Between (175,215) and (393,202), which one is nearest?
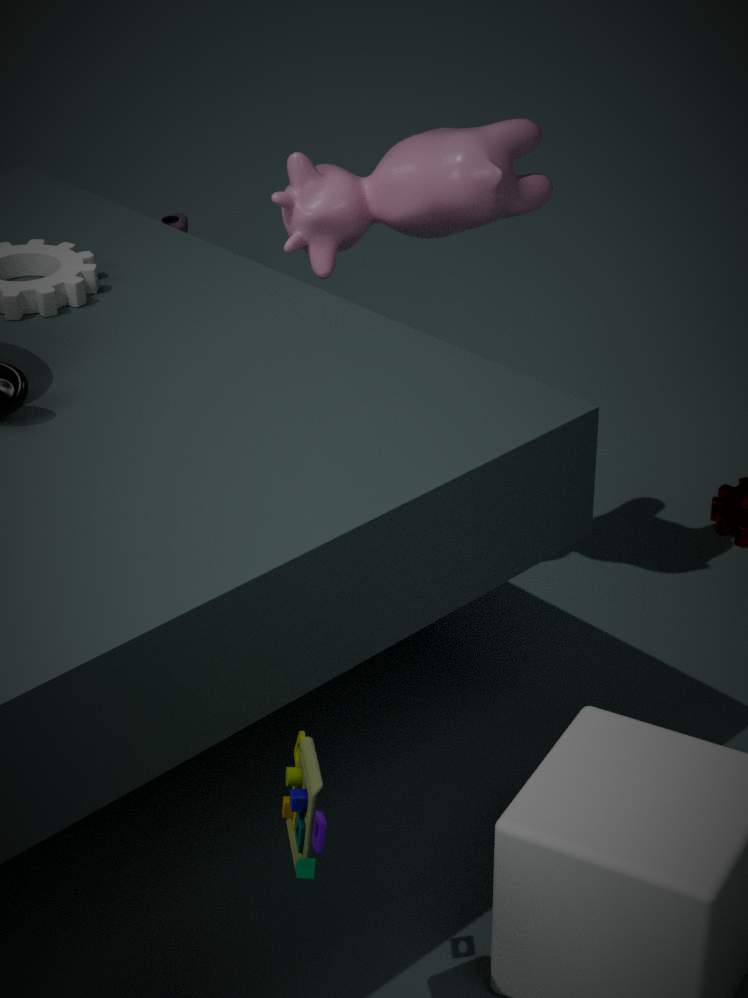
(393,202)
